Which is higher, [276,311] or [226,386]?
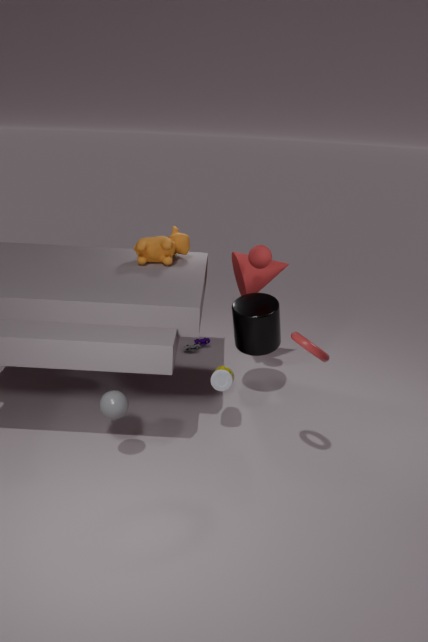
[276,311]
